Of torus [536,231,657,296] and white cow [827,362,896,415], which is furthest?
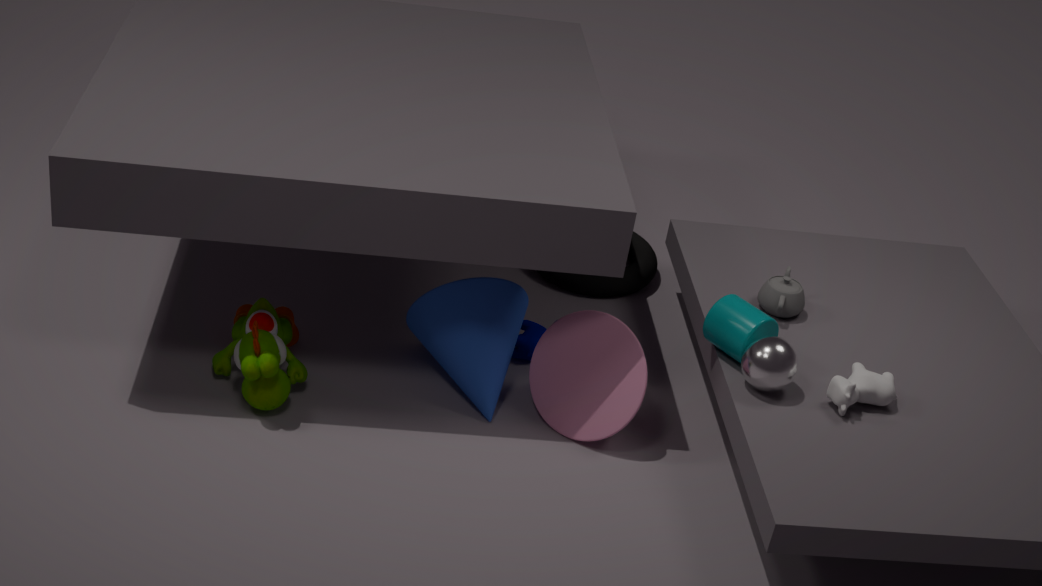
torus [536,231,657,296]
